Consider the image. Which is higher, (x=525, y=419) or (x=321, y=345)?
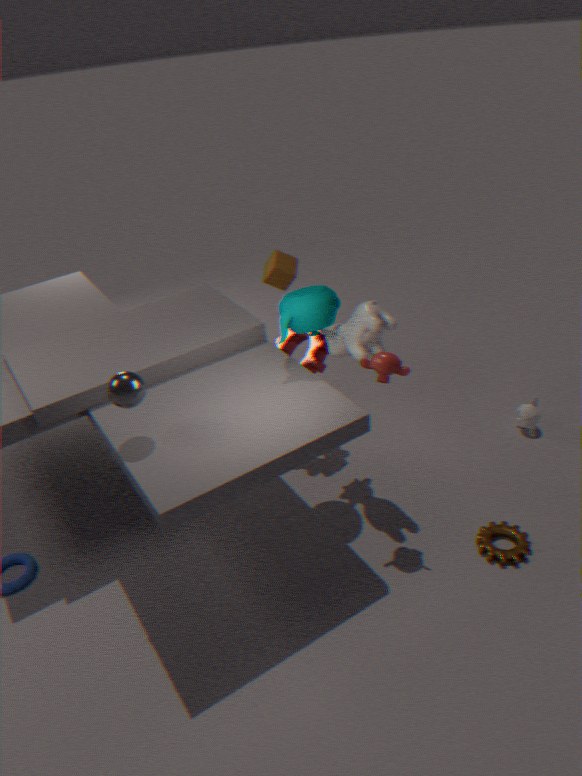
(x=321, y=345)
